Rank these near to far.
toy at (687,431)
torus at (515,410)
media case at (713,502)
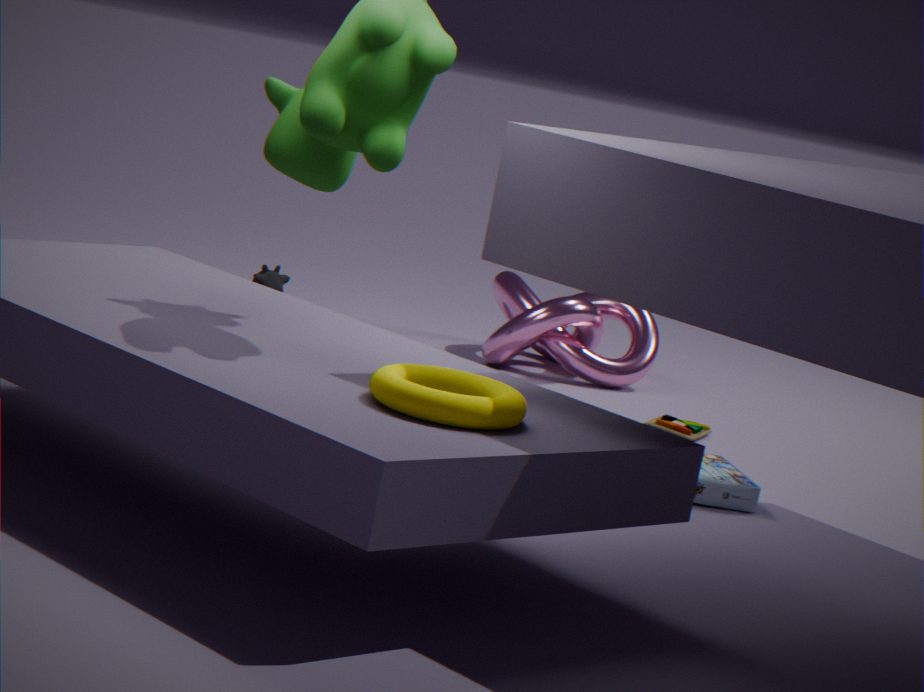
torus at (515,410) → media case at (713,502) → toy at (687,431)
